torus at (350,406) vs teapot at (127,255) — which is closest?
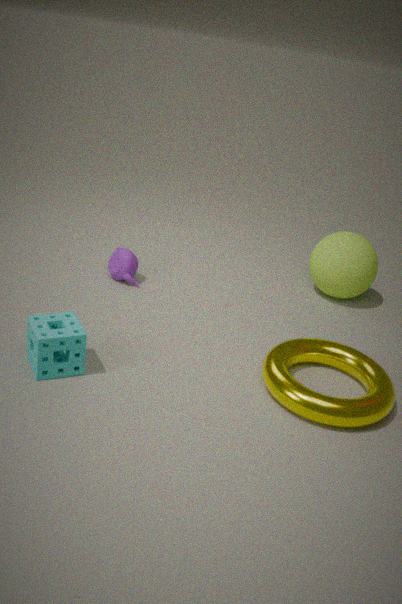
torus at (350,406)
